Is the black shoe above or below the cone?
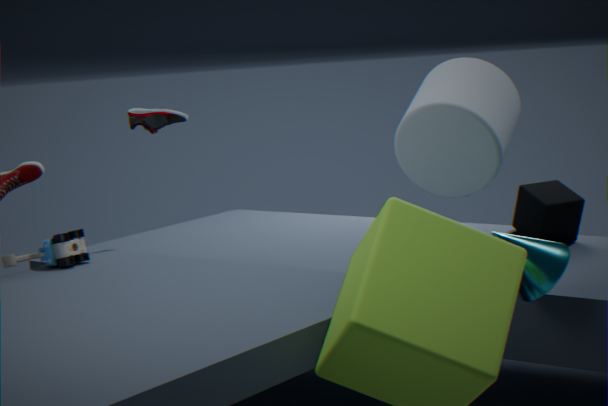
above
